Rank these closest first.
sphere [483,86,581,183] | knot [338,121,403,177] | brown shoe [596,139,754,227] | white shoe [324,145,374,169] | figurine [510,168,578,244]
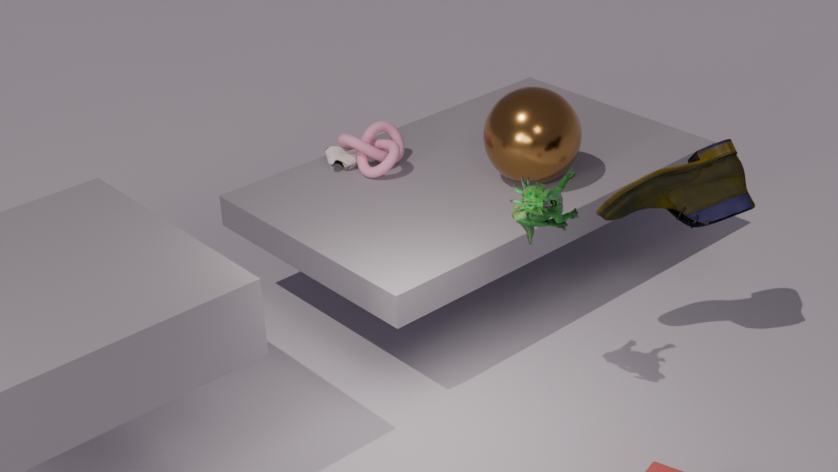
1. figurine [510,168,578,244]
2. brown shoe [596,139,754,227]
3. sphere [483,86,581,183]
4. knot [338,121,403,177]
5. white shoe [324,145,374,169]
